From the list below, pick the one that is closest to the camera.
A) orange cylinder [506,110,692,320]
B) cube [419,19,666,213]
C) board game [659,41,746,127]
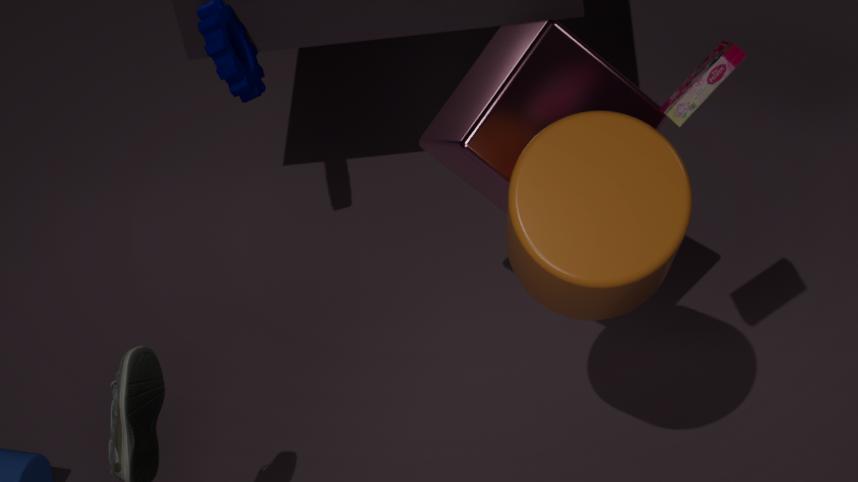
orange cylinder [506,110,692,320]
